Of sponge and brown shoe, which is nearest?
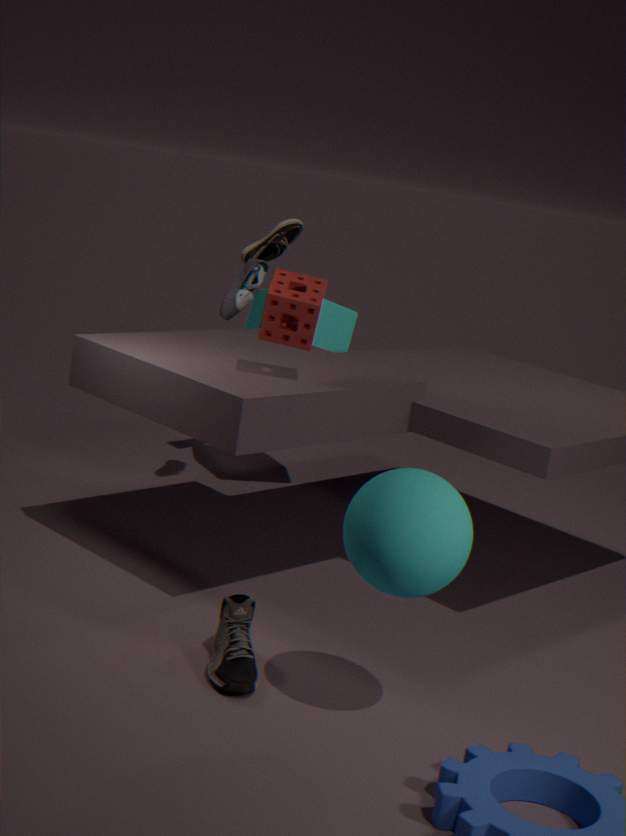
sponge
